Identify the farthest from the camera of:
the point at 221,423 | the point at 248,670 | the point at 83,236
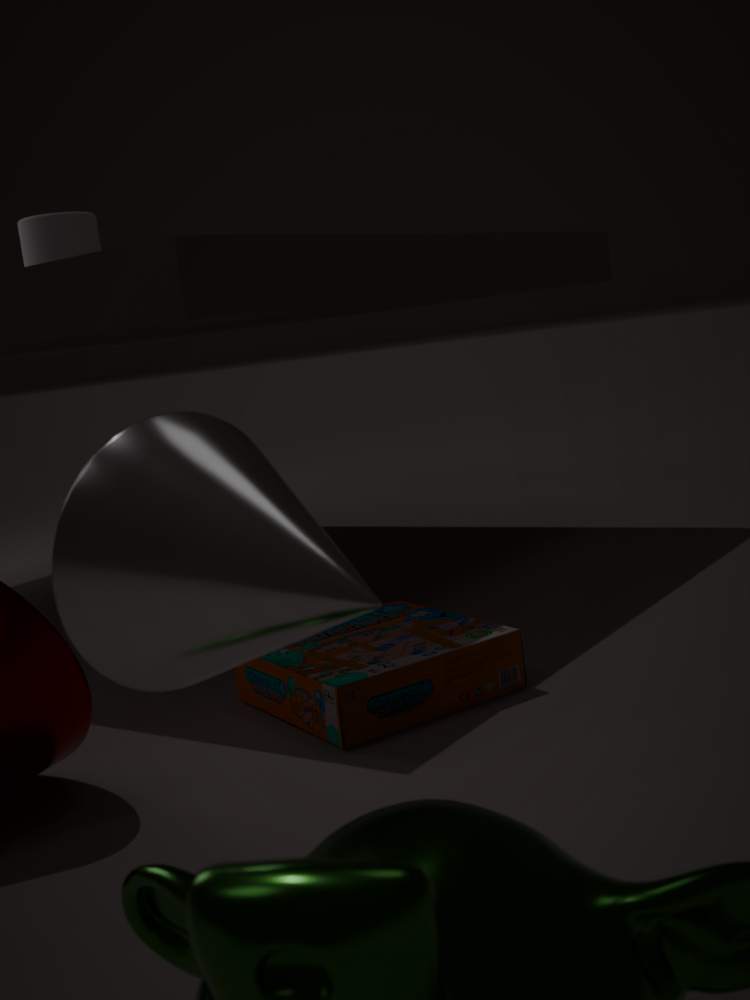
the point at 83,236
